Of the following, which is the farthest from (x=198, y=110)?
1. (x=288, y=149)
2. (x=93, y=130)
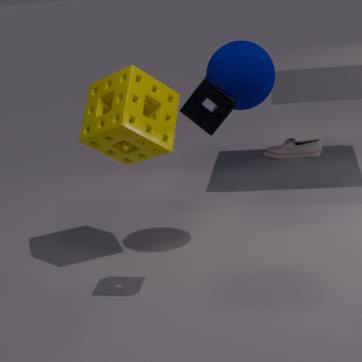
(x=288, y=149)
